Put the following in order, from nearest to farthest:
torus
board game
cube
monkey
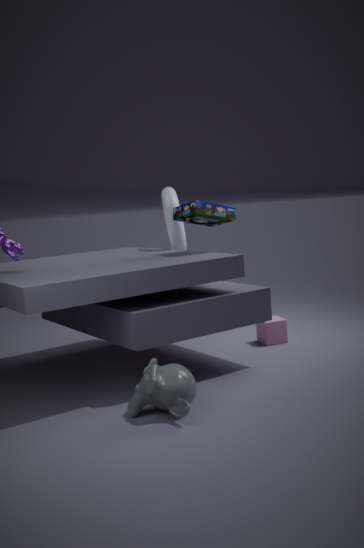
monkey
board game
torus
cube
